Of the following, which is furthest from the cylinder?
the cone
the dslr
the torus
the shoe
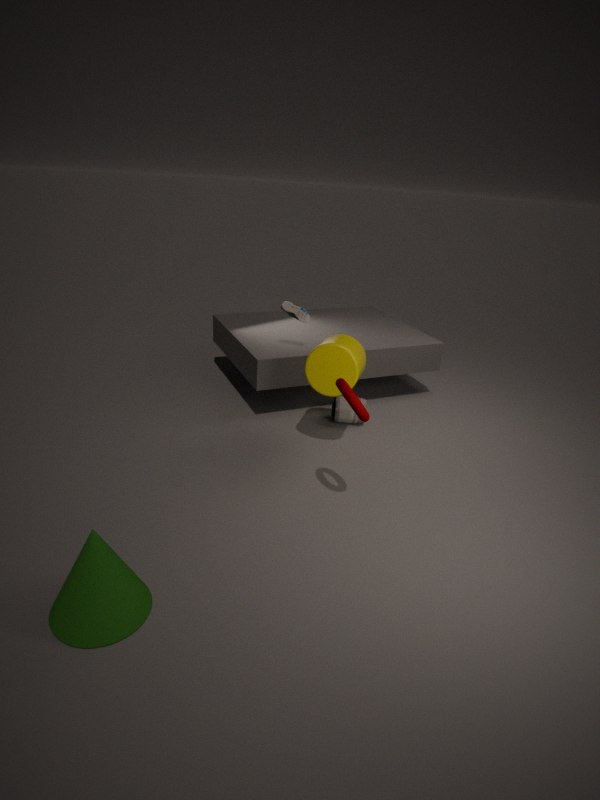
the cone
